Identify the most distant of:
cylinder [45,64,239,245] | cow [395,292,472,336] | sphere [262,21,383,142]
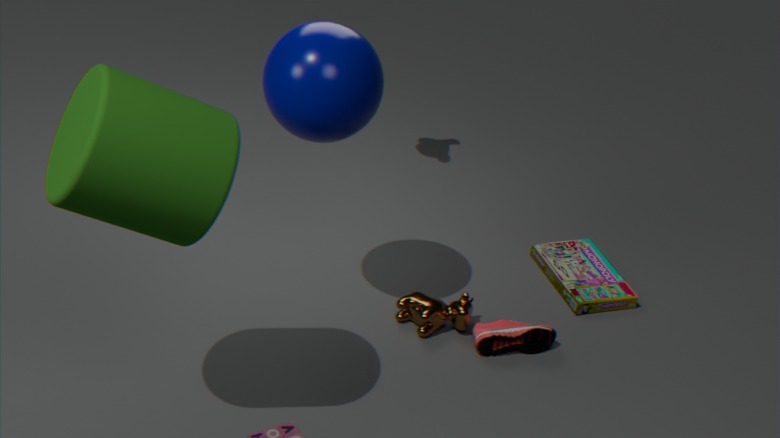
cow [395,292,472,336]
